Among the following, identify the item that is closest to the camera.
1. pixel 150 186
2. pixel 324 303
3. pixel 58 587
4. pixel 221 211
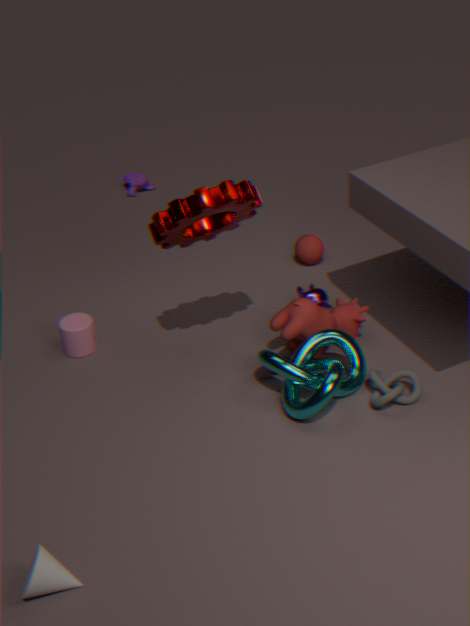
pixel 58 587
